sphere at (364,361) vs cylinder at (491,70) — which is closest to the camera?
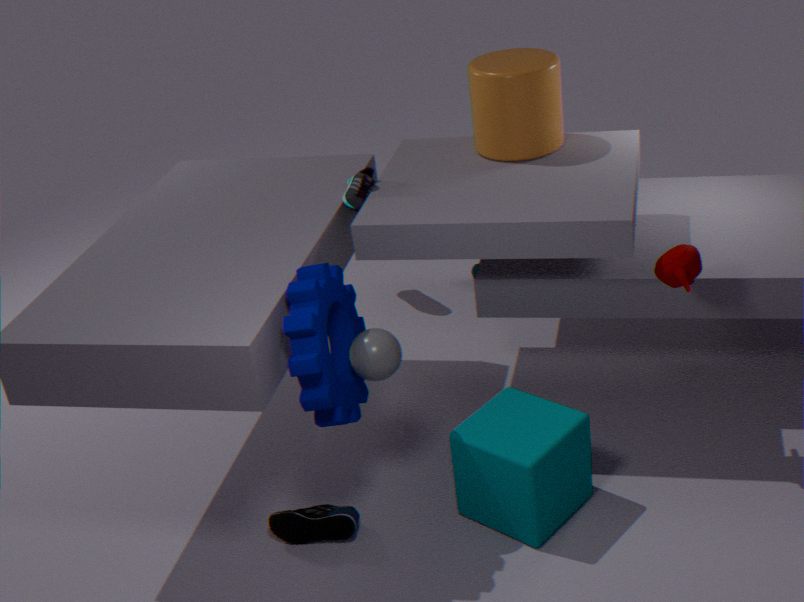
sphere at (364,361)
